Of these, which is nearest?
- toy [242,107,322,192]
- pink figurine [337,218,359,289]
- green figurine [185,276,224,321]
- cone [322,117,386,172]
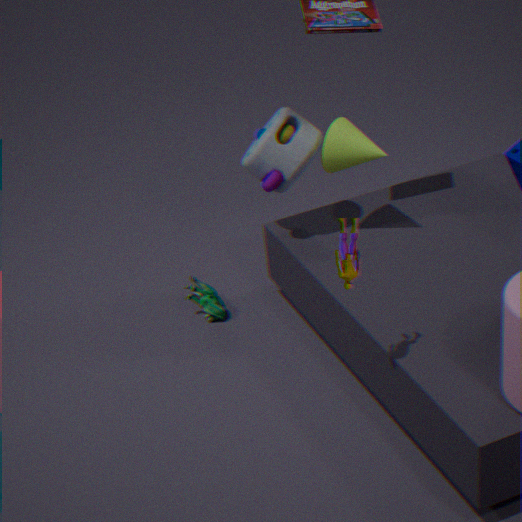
pink figurine [337,218,359,289]
